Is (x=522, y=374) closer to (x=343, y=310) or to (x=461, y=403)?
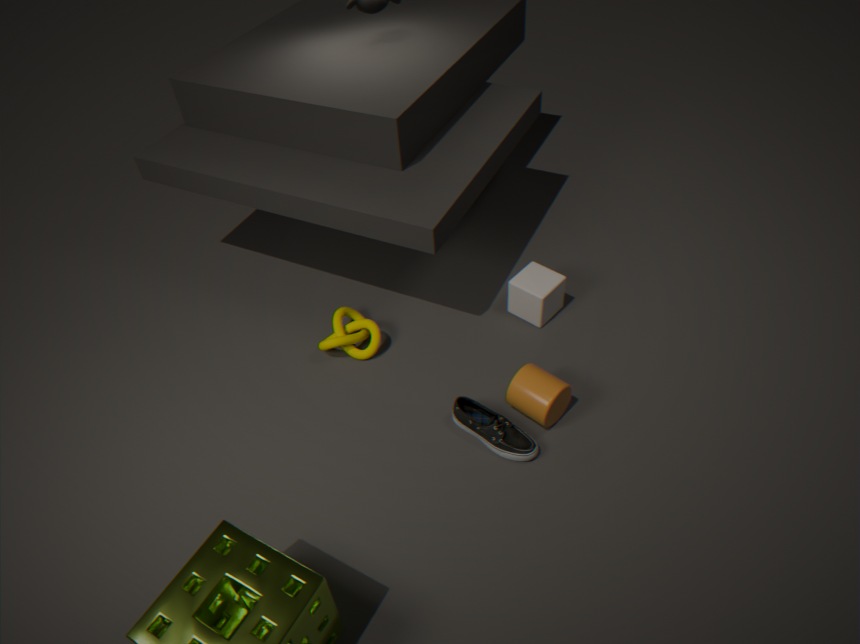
(x=461, y=403)
